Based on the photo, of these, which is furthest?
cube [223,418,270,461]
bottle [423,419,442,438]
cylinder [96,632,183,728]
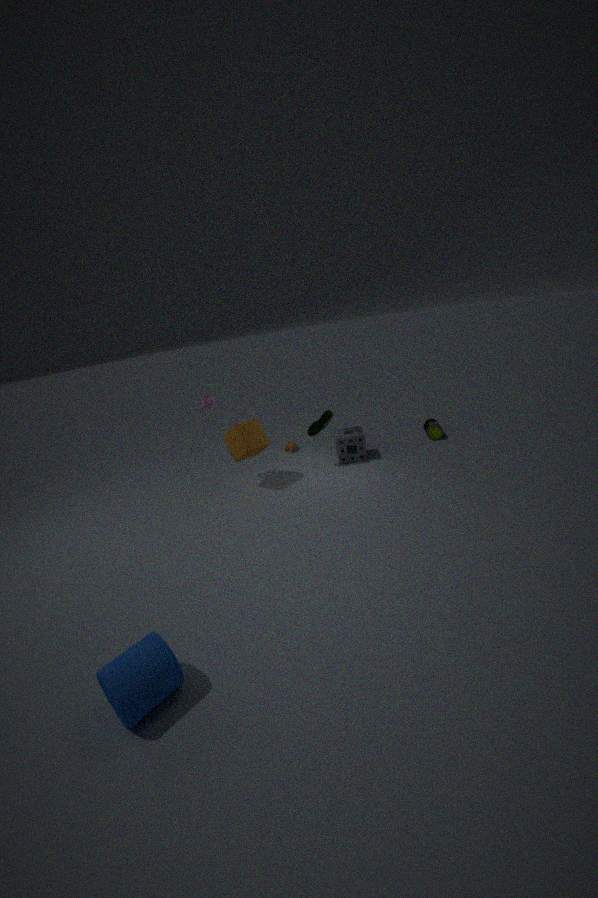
bottle [423,419,442,438]
